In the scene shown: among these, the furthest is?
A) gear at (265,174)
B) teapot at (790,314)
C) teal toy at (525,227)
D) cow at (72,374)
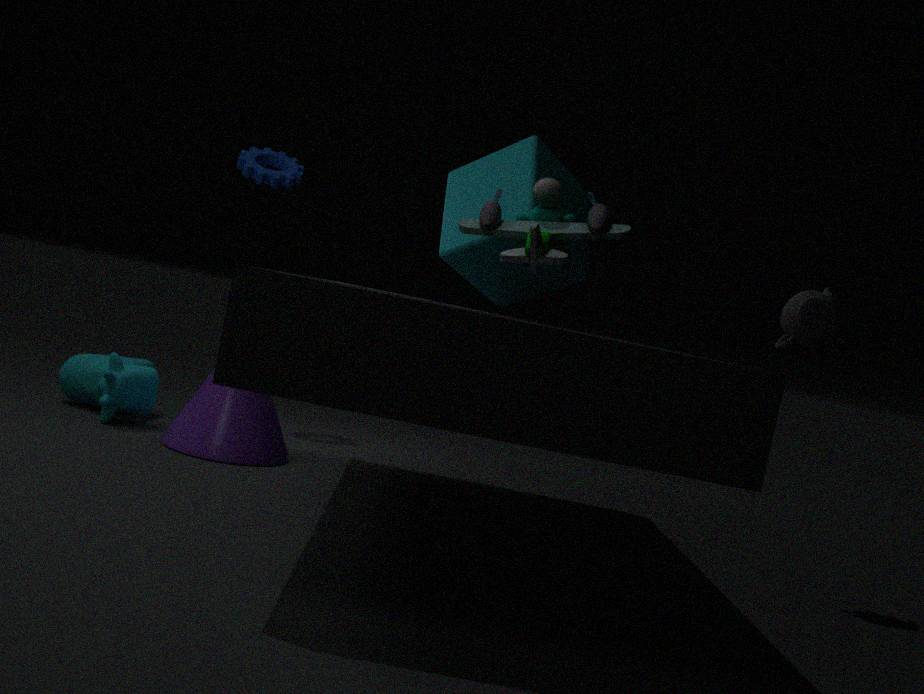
gear at (265,174)
